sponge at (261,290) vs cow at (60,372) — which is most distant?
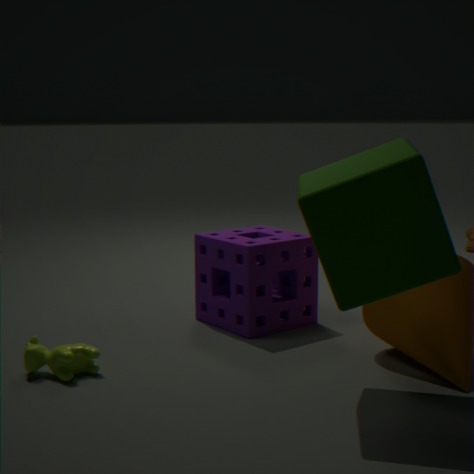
sponge at (261,290)
